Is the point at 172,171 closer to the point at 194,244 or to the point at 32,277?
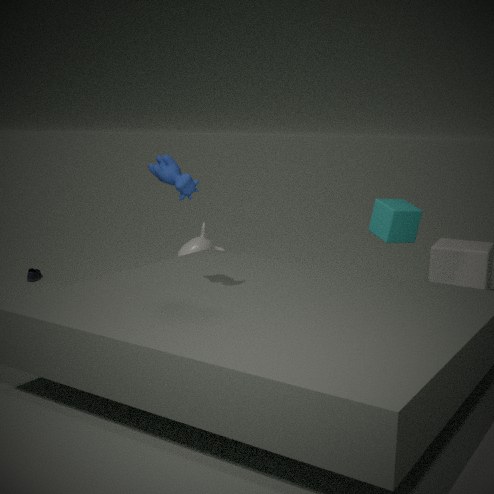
the point at 194,244
